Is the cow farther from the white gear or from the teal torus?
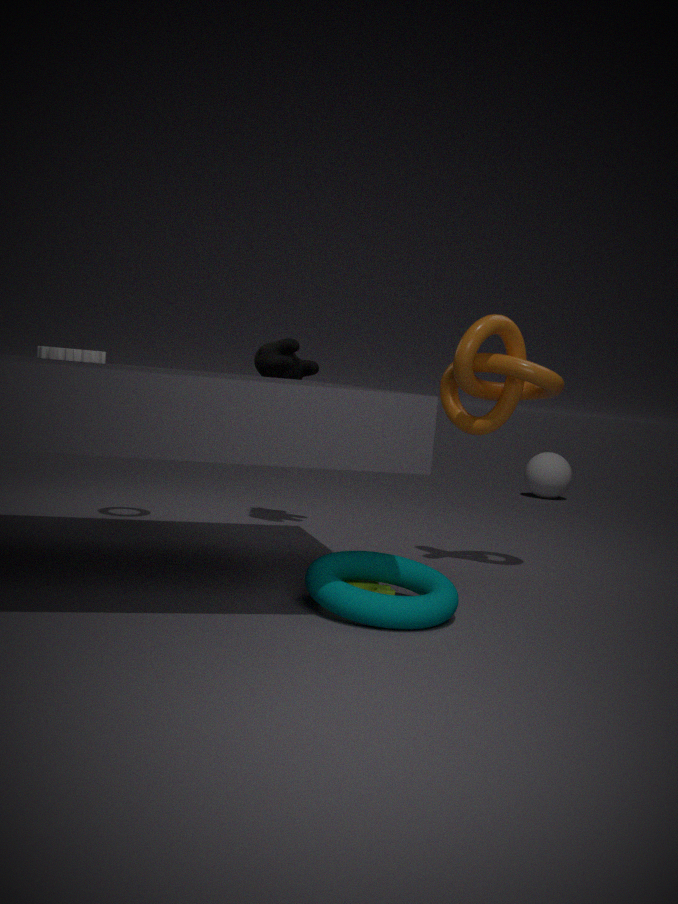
the teal torus
